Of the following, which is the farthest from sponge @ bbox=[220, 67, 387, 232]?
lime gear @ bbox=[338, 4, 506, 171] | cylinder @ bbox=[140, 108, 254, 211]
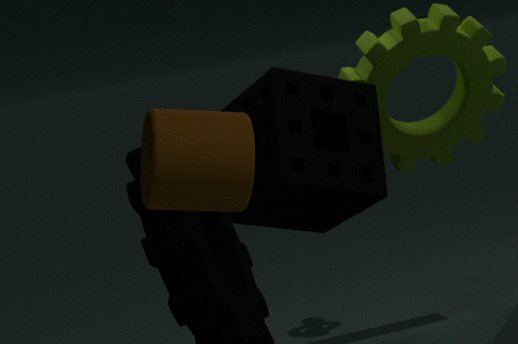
cylinder @ bbox=[140, 108, 254, 211]
